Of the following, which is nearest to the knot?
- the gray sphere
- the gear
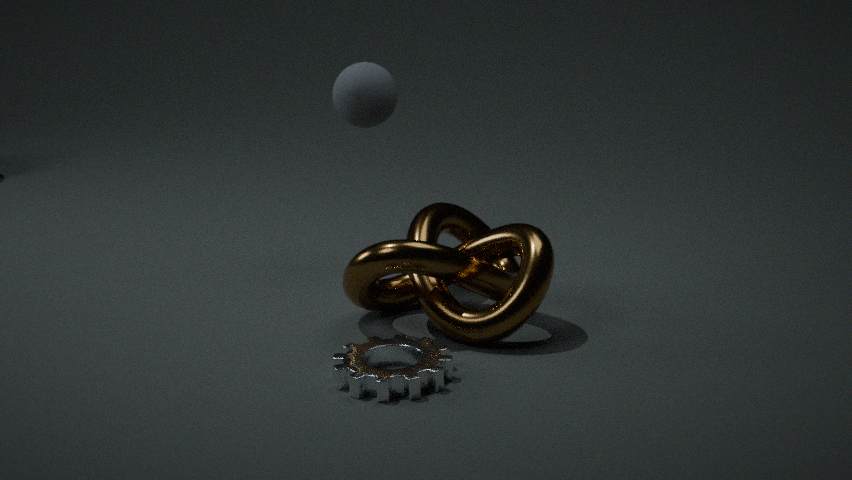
the gear
